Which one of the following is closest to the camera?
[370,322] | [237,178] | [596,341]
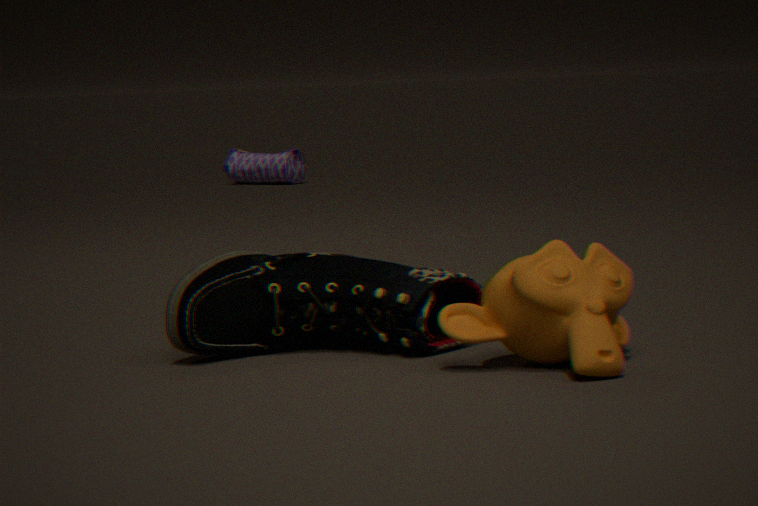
[596,341]
